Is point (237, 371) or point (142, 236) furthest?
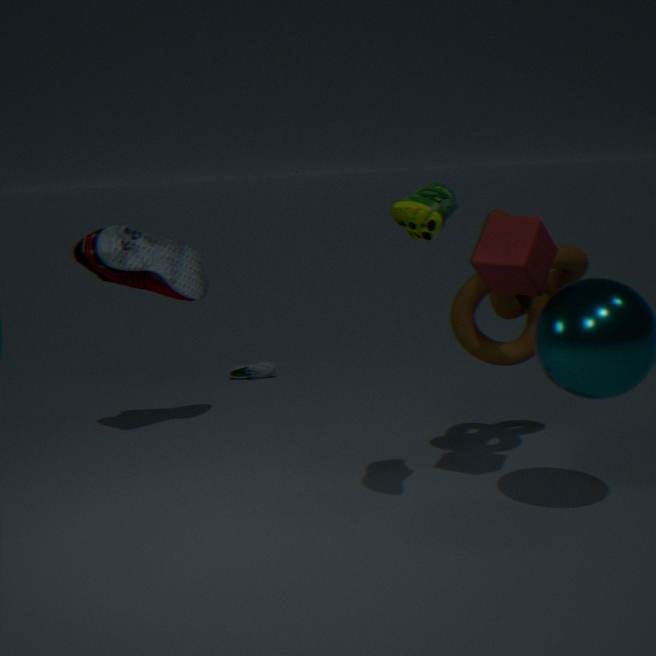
point (237, 371)
